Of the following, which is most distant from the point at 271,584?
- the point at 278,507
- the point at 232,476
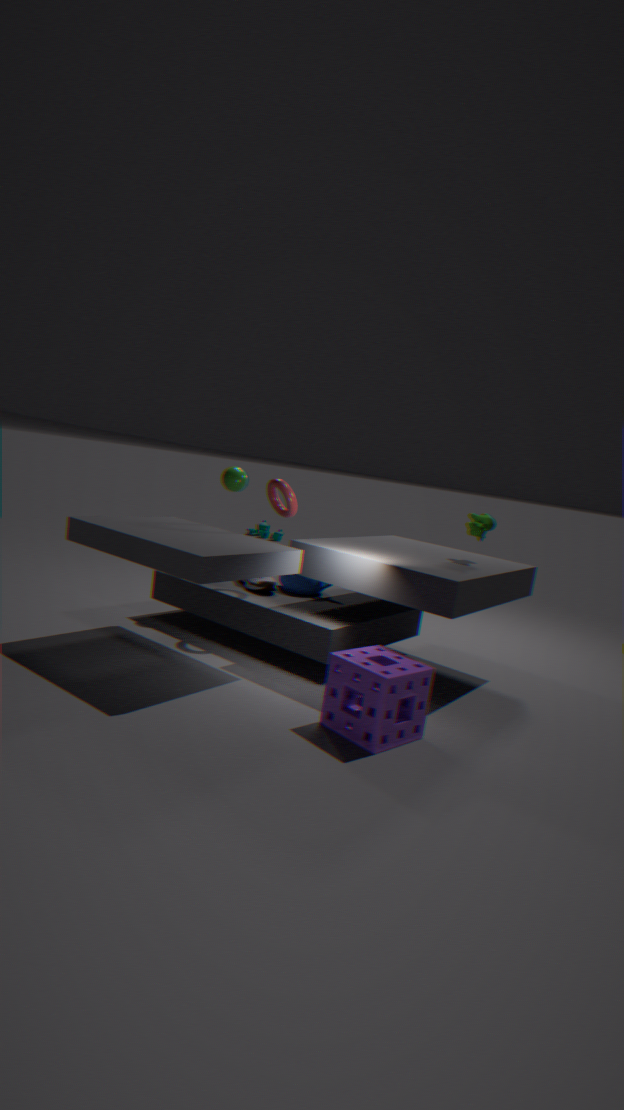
the point at 232,476
